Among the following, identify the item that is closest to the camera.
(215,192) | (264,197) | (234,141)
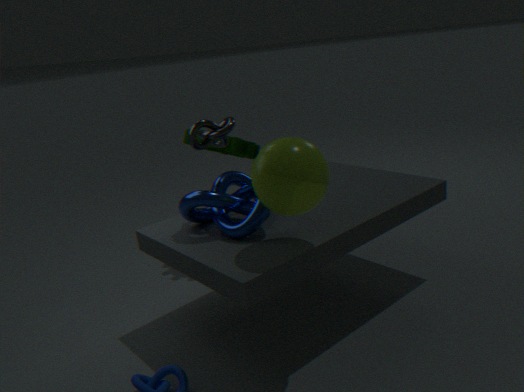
(264,197)
